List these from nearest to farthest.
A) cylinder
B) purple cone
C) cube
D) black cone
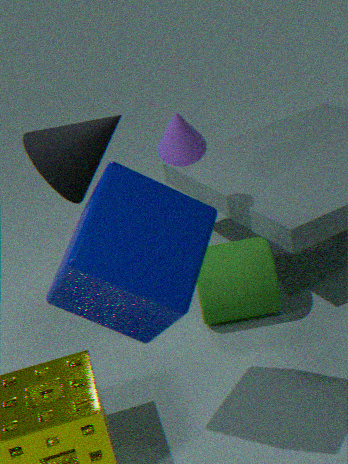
cube
purple cone
cylinder
black cone
